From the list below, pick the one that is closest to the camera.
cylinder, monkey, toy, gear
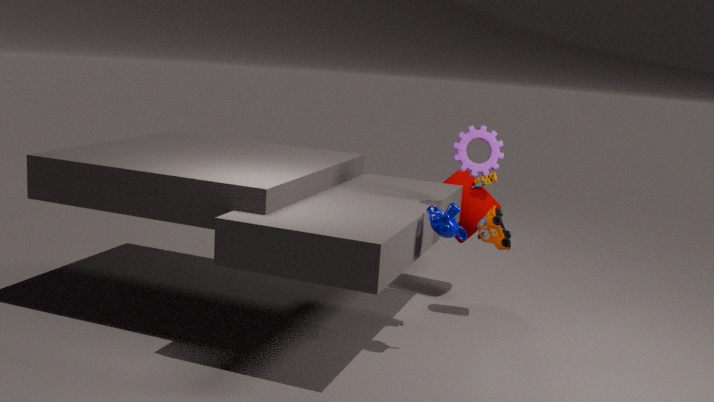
monkey
